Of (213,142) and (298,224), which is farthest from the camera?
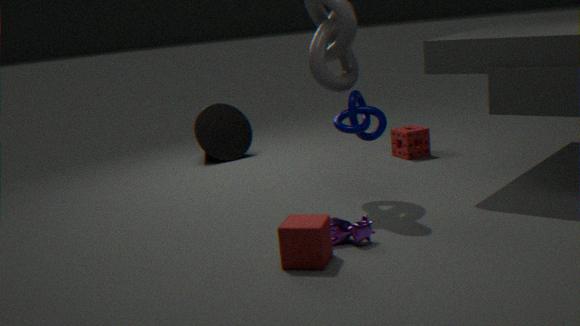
(213,142)
